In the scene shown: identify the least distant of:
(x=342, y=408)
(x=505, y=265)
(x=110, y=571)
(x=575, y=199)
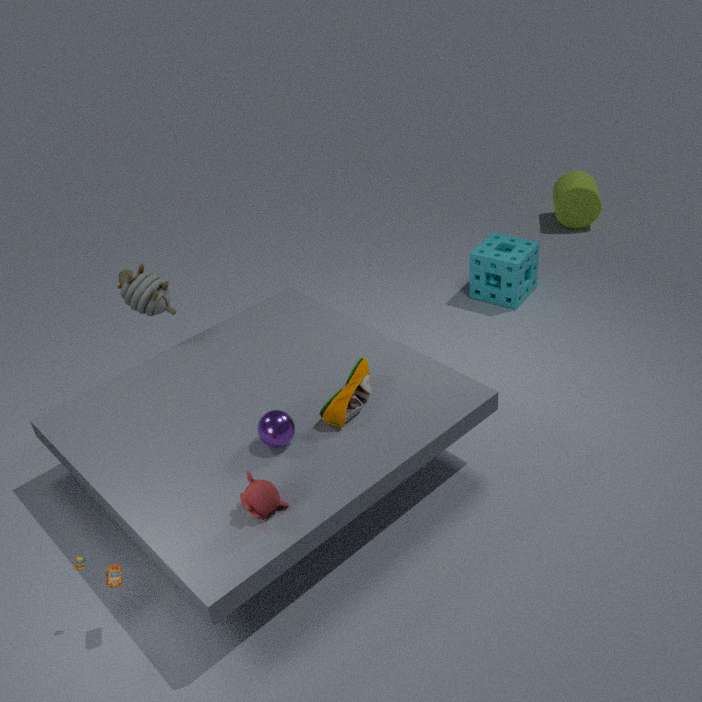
(x=110, y=571)
